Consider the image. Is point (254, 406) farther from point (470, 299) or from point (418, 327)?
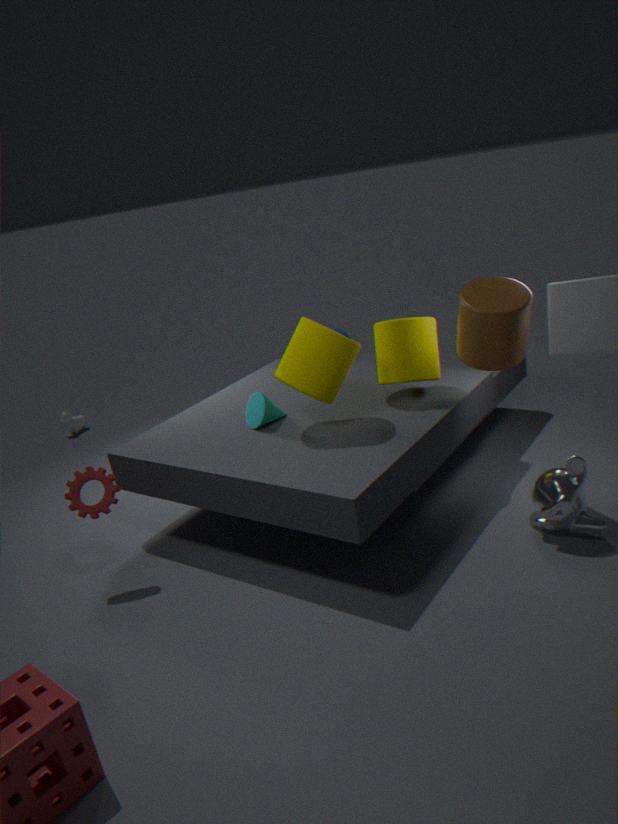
point (470, 299)
